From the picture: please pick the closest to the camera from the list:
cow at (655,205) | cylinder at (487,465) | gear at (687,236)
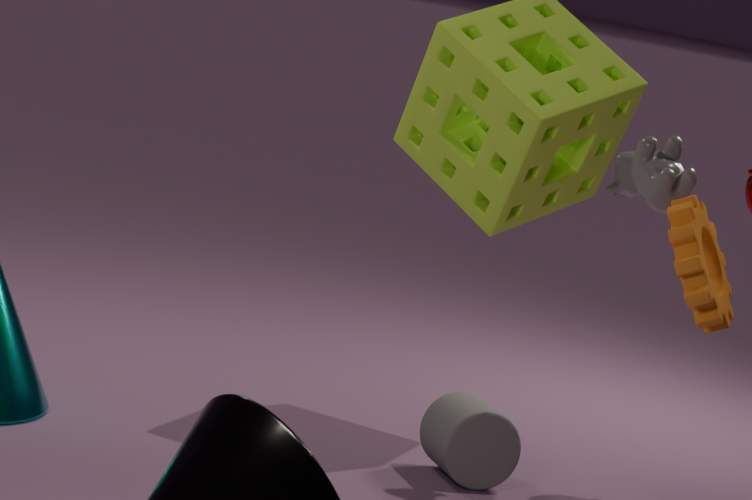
gear at (687,236)
